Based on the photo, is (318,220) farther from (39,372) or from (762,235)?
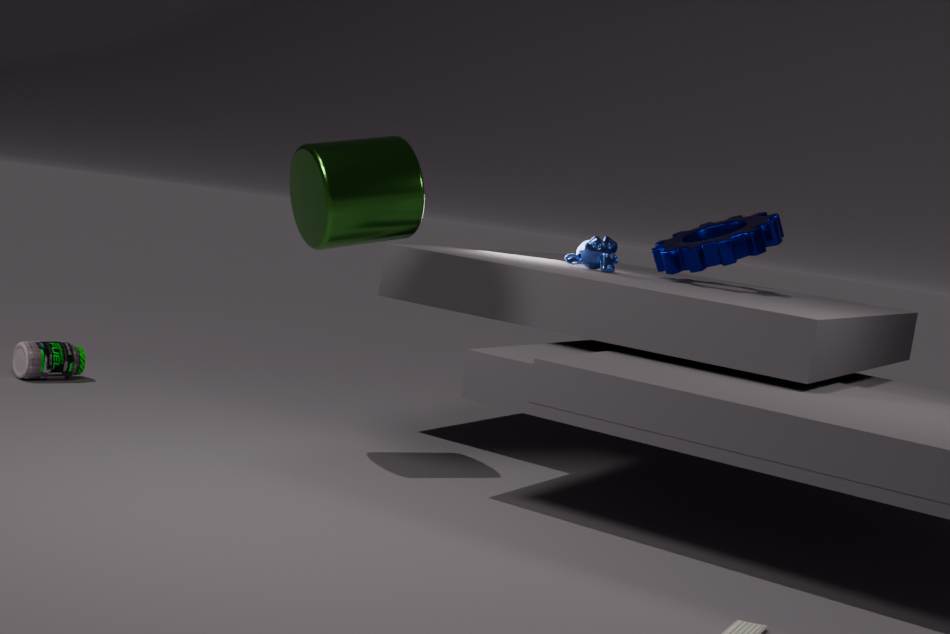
(39,372)
